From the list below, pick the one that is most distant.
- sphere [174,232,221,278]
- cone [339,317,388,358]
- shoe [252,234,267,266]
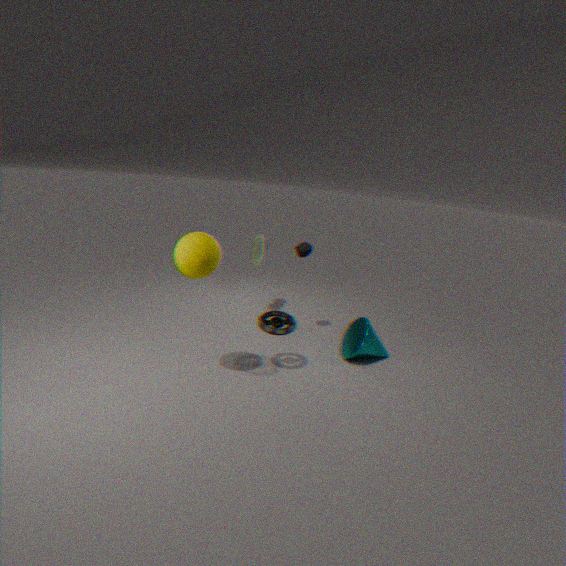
shoe [252,234,267,266]
